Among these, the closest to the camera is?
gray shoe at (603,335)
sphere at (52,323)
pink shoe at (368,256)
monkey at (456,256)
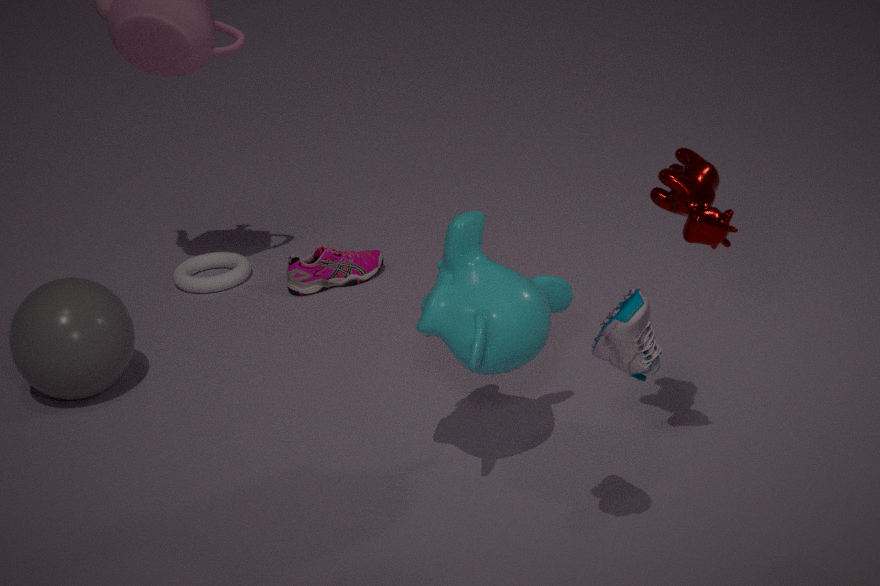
gray shoe at (603,335)
